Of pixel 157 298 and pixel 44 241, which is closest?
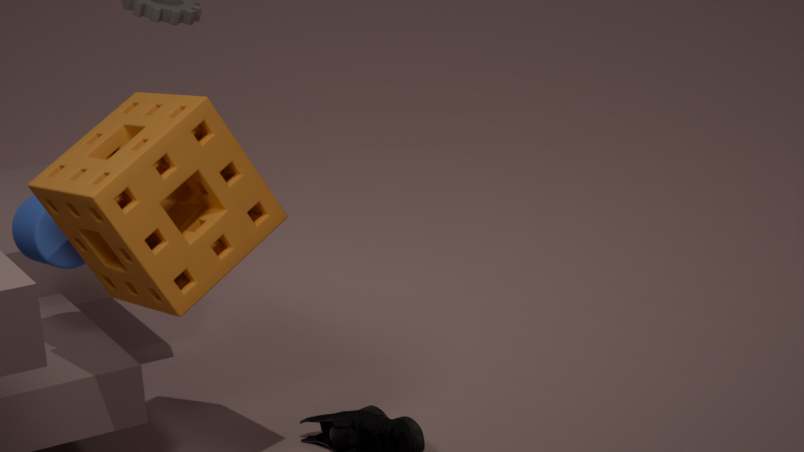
pixel 157 298
